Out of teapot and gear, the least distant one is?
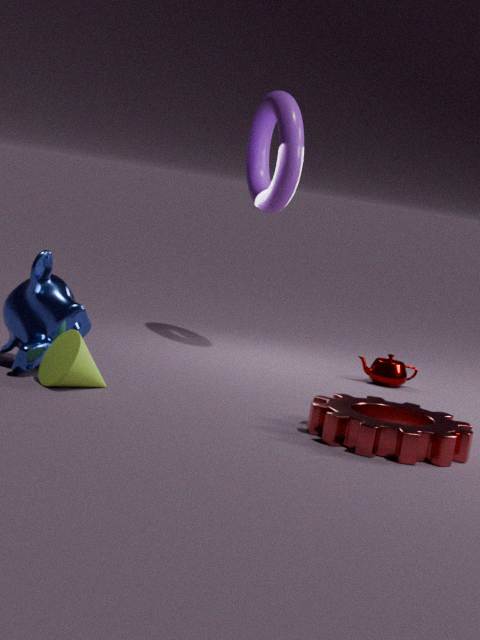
gear
